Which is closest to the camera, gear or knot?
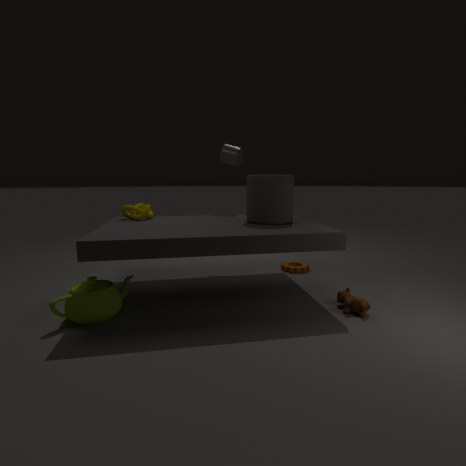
knot
